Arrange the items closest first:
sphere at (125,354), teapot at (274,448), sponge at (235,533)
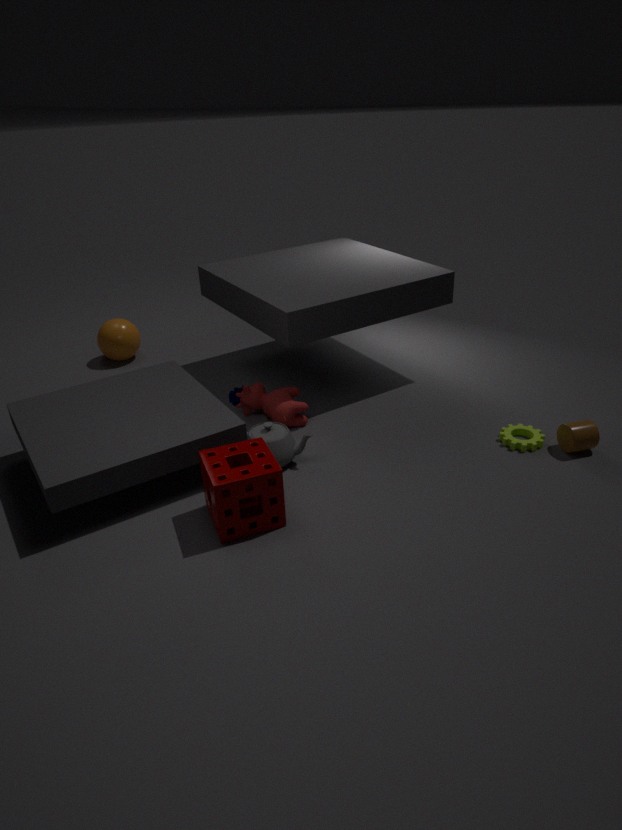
1. sponge at (235,533)
2. teapot at (274,448)
3. sphere at (125,354)
